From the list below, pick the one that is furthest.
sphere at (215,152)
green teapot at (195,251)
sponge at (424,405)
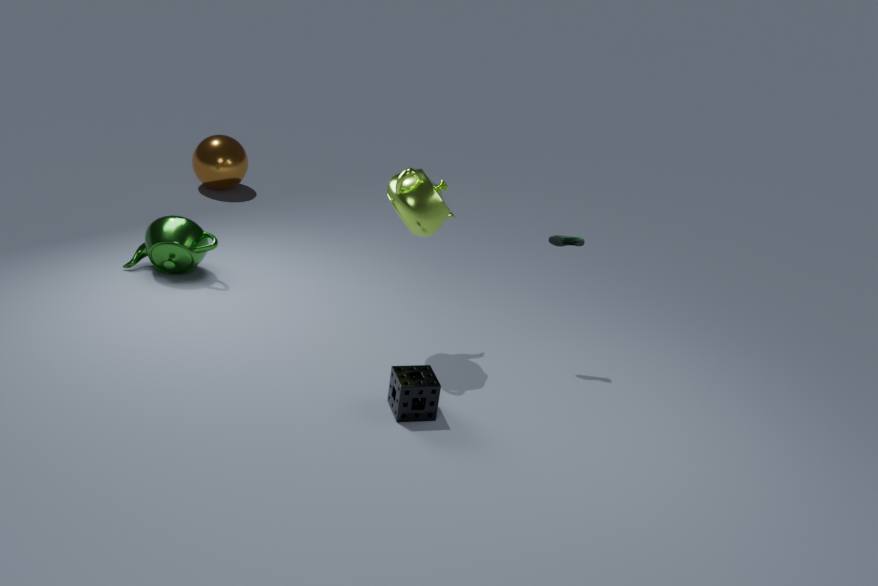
sphere at (215,152)
